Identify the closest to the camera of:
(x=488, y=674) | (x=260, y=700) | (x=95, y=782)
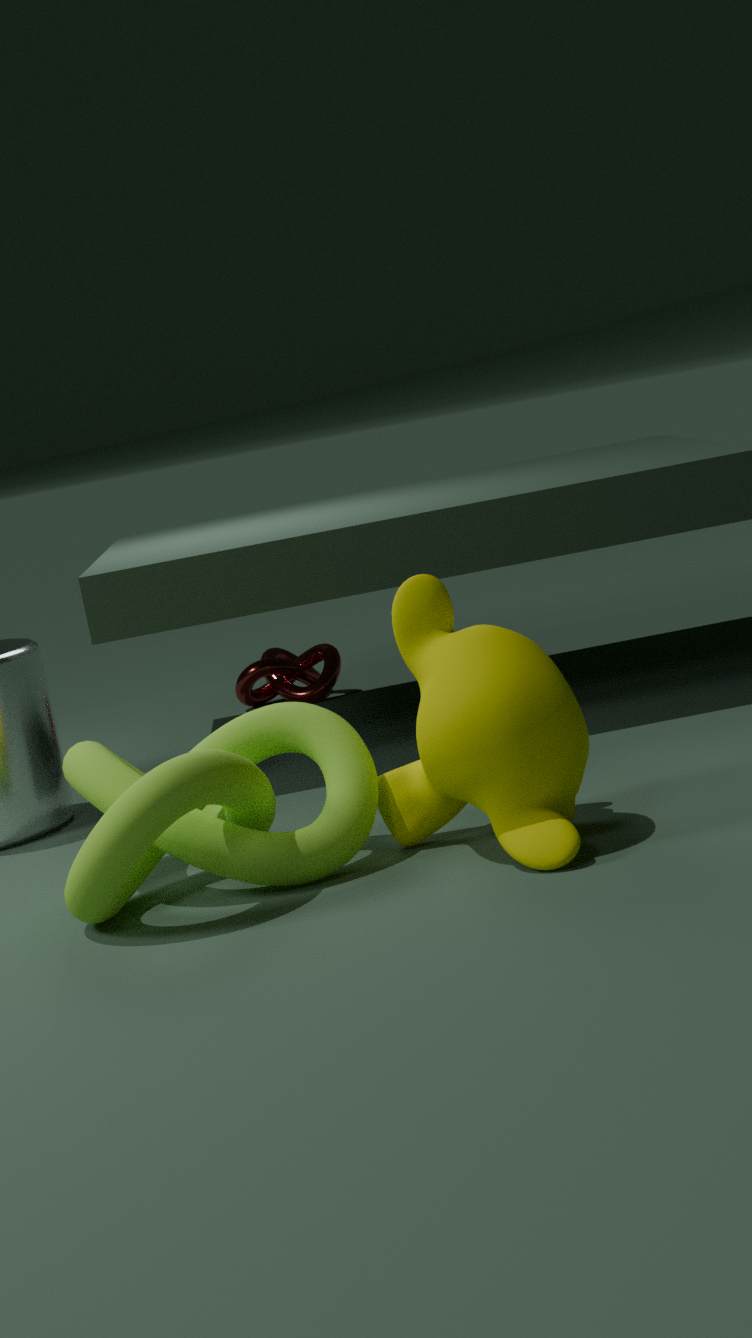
(x=488, y=674)
